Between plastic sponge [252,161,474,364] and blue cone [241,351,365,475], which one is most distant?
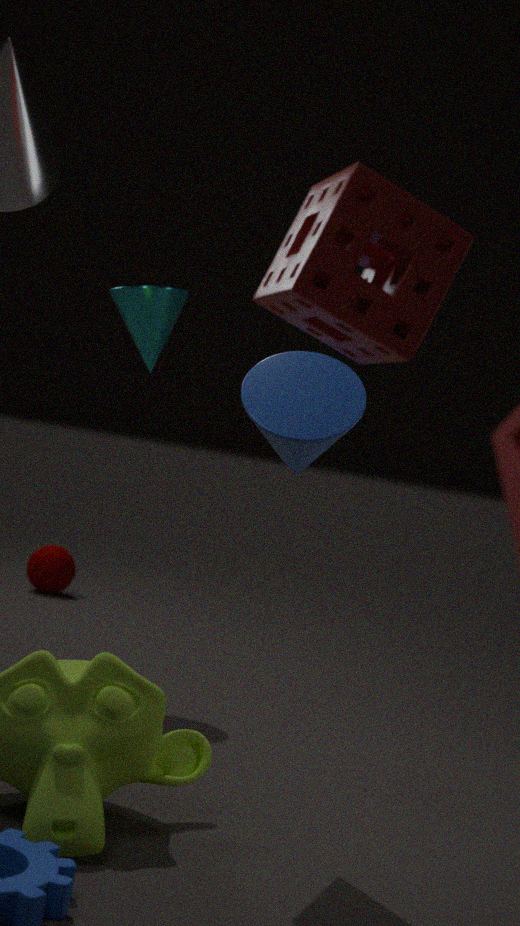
blue cone [241,351,365,475]
